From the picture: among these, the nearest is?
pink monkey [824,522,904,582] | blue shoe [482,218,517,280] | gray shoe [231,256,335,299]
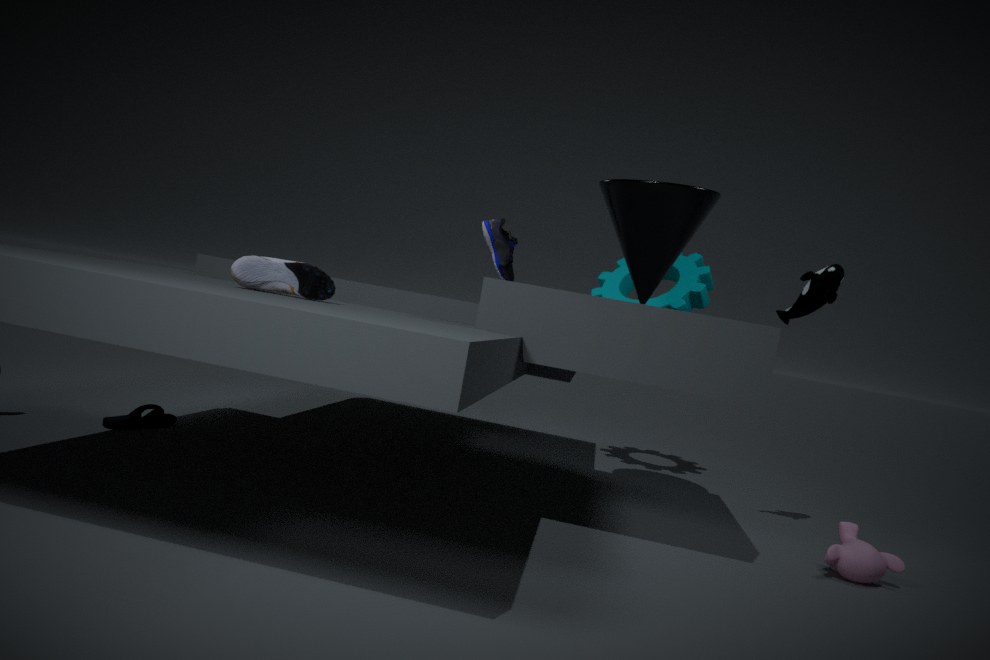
gray shoe [231,256,335,299]
